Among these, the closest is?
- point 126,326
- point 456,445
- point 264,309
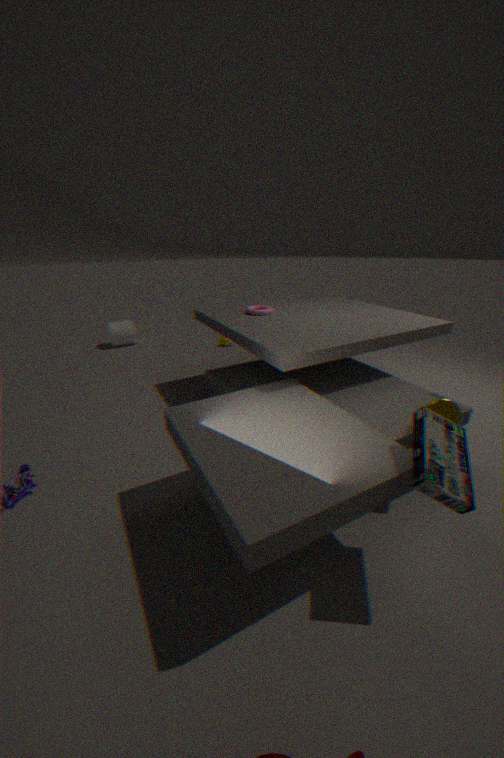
point 456,445
